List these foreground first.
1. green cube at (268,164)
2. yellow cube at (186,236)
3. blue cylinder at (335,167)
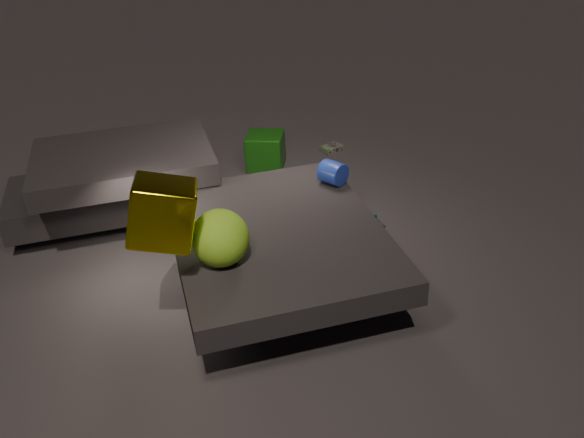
yellow cube at (186,236) → blue cylinder at (335,167) → green cube at (268,164)
